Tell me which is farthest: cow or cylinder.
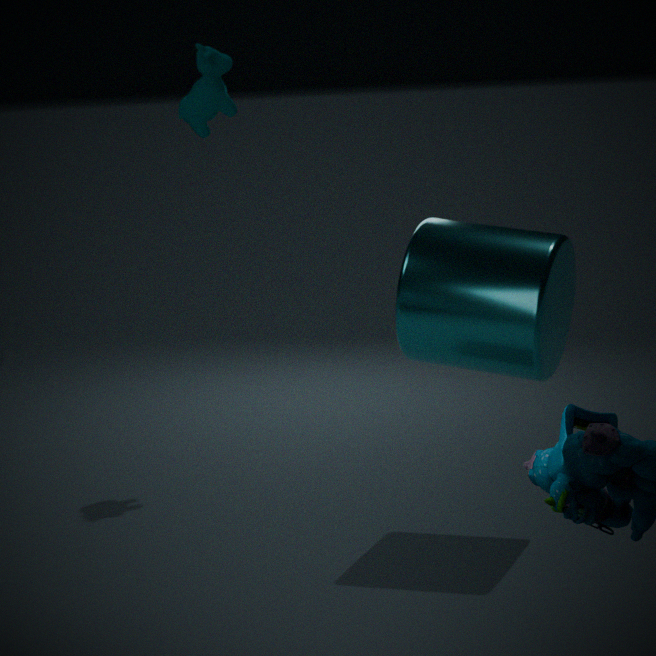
cow
